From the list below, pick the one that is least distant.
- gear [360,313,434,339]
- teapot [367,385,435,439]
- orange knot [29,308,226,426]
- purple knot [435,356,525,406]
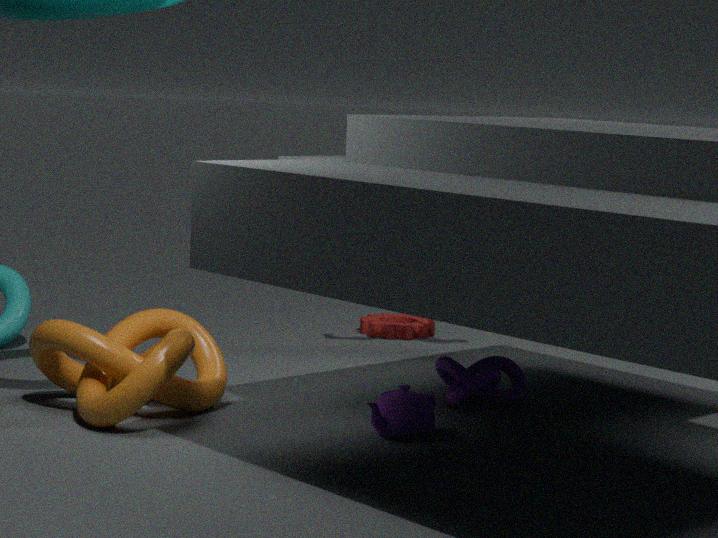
orange knot [29,308,226,426]
